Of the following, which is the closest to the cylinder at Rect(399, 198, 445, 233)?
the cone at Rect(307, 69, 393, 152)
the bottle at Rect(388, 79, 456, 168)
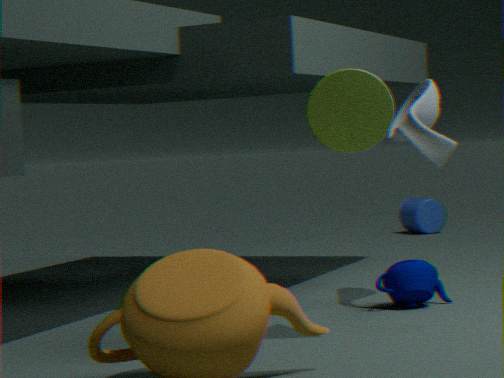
the bottle at Rect(388, 79, 456, 168)
